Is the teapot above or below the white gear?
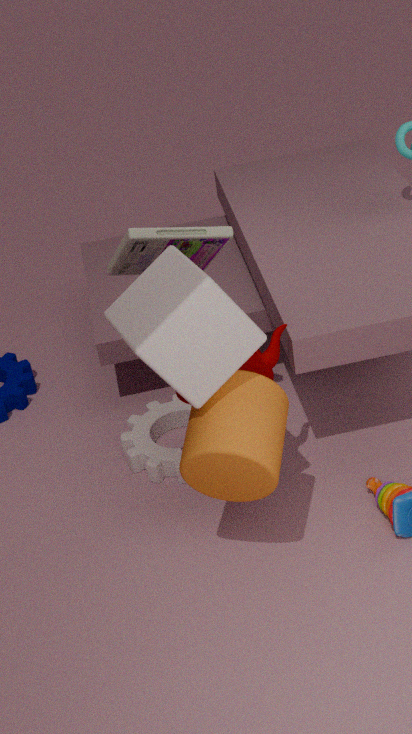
above
